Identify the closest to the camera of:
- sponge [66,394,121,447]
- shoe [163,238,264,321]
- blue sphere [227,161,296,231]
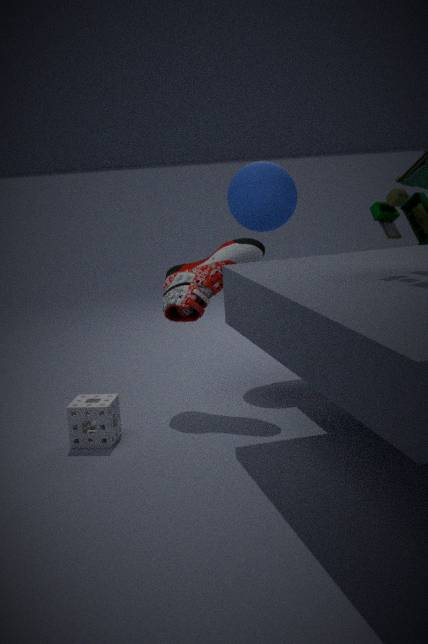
sponge [66,394,121,447]
